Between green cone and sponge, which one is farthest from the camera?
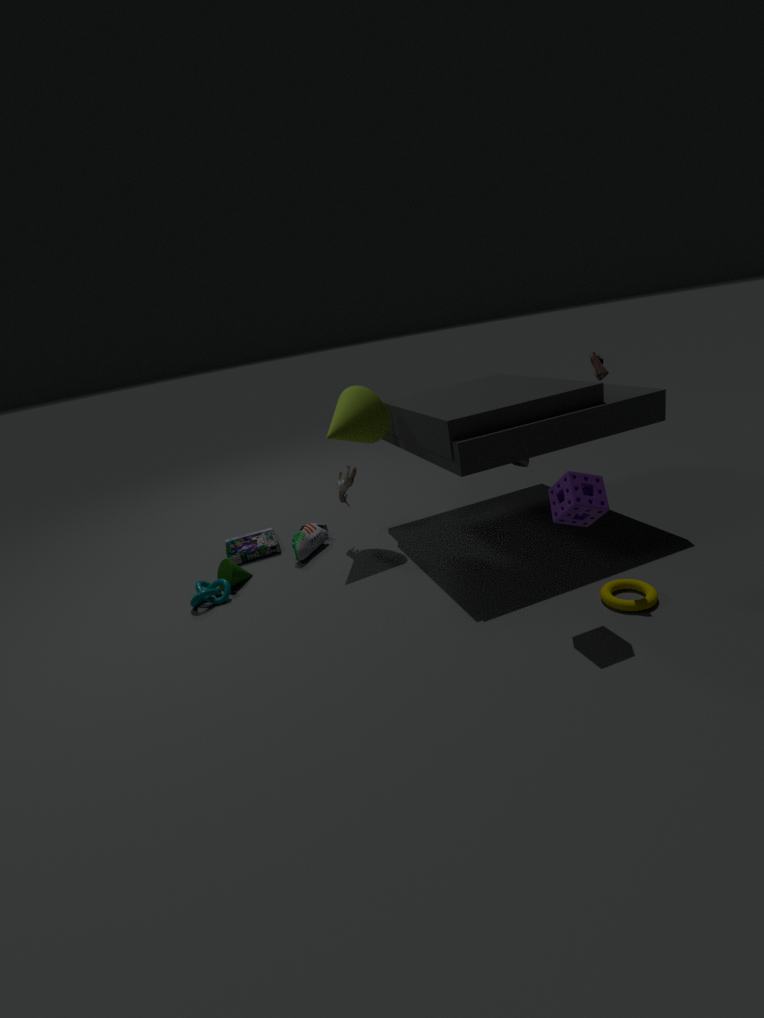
green cone
